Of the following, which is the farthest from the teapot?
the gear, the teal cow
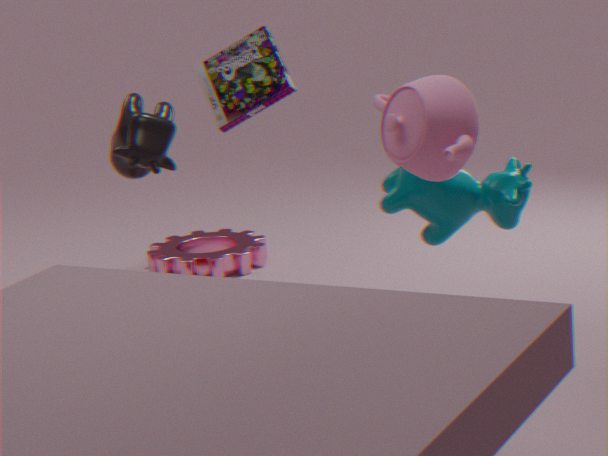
the gear
